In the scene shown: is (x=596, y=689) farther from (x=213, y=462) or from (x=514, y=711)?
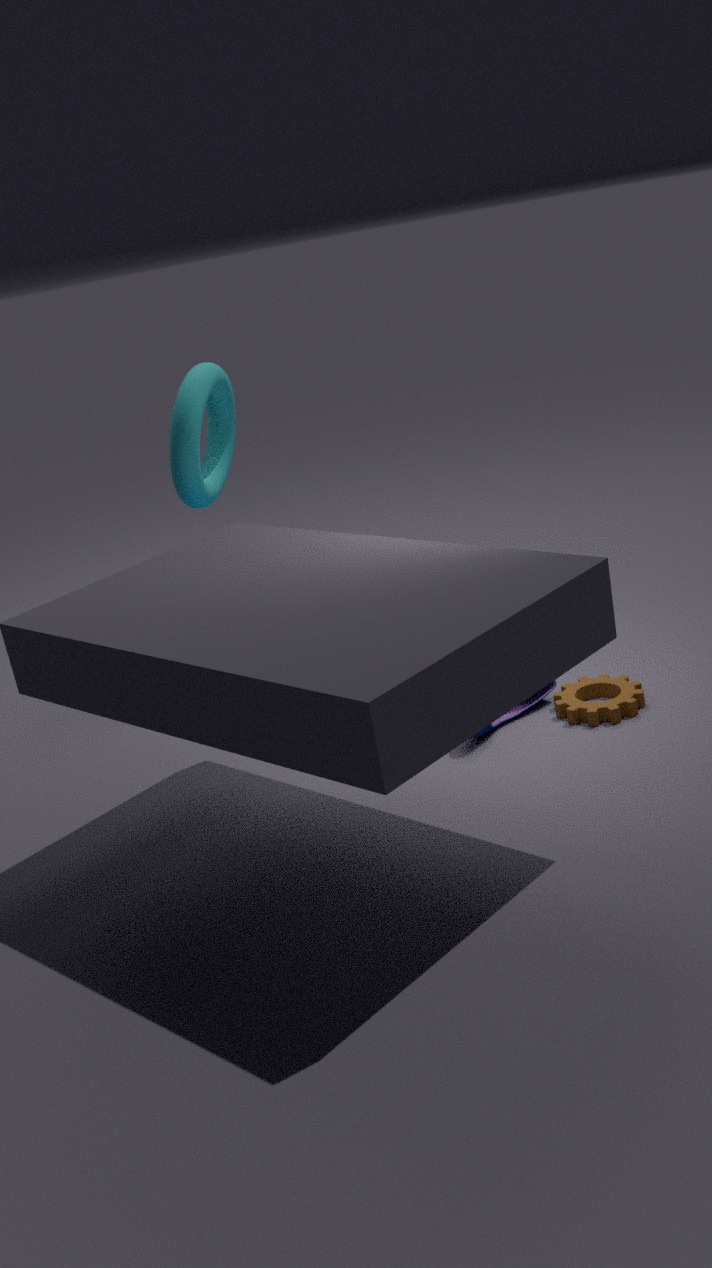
(x=213, y=462)
